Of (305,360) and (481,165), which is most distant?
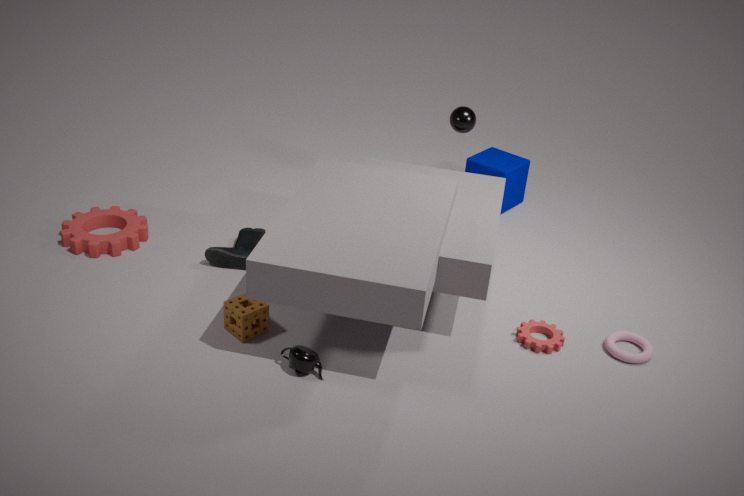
(481,165)
